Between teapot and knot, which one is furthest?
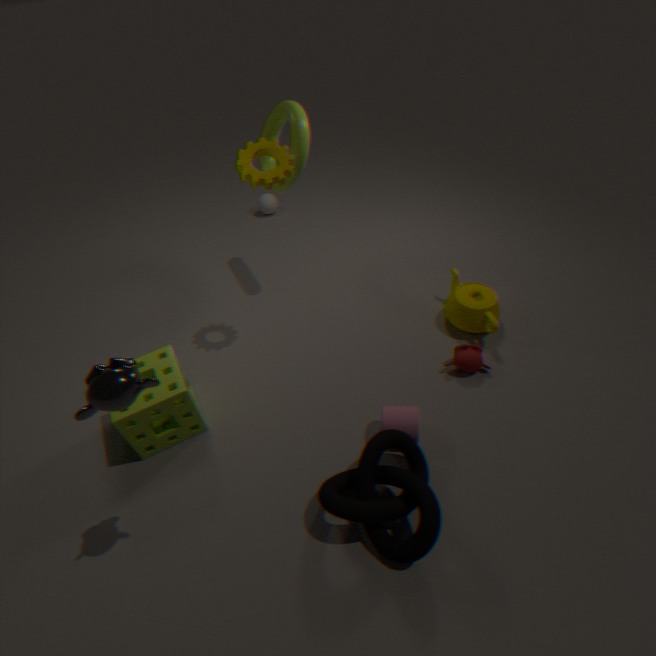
teapot
